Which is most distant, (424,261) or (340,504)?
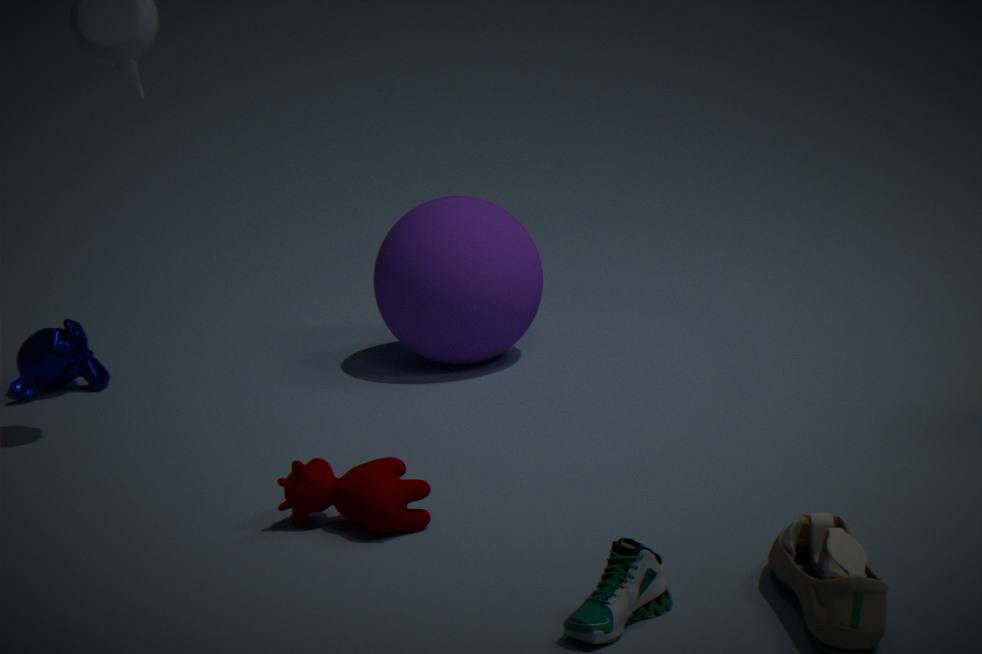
(424,261)
